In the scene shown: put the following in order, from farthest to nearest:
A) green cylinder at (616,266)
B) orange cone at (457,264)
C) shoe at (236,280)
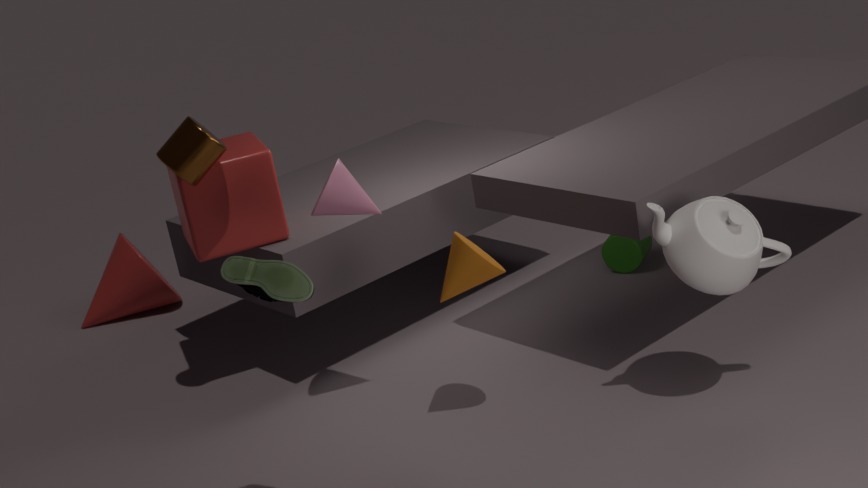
green cylinder at (616,266) < orange cone at (457,264) < shoe at (236,280)
